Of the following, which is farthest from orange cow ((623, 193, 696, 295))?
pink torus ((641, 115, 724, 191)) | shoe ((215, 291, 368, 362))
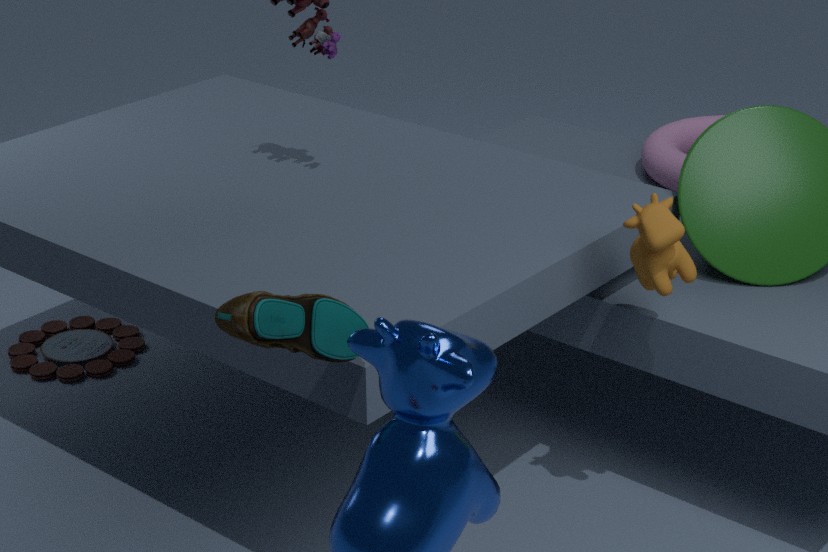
pink torus ((641, 115, 724, 191))
